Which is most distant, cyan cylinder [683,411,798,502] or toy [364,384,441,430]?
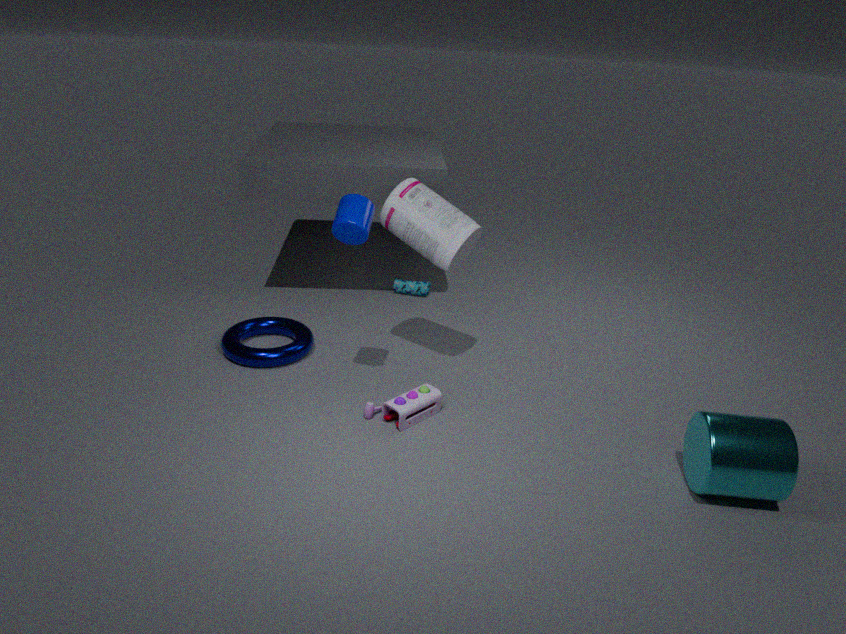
toy [364,384,441,430]
